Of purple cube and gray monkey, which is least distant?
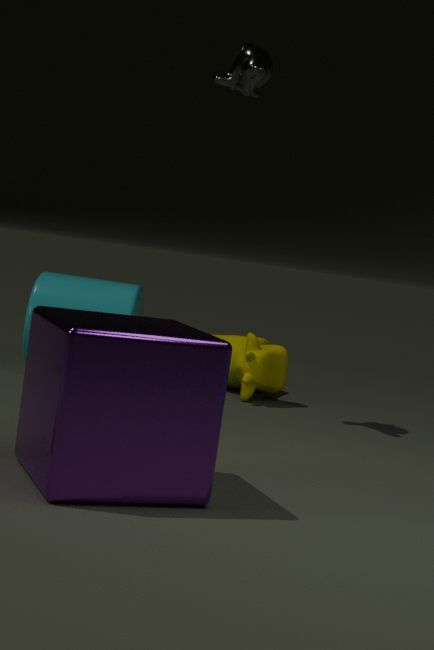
purple cube
